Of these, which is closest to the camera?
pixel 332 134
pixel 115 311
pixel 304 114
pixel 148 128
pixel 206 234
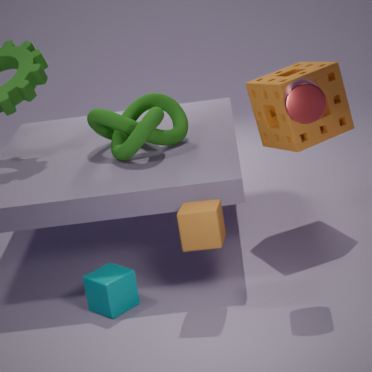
pixel 304 114
